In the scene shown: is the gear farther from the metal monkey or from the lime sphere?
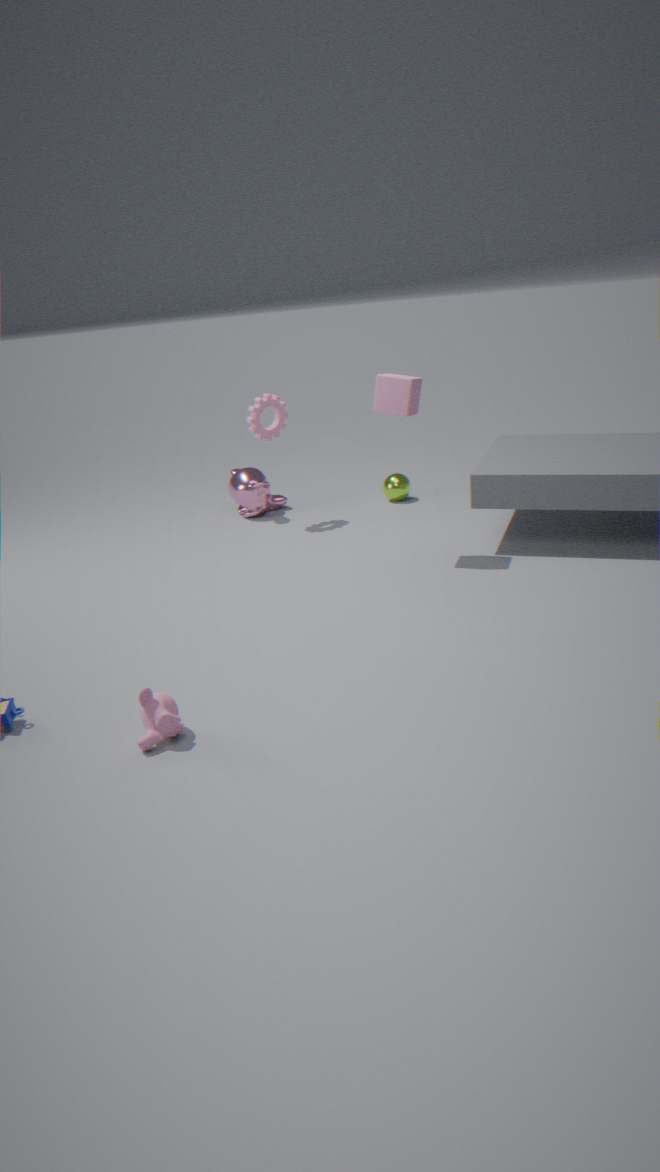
the lime sphere
